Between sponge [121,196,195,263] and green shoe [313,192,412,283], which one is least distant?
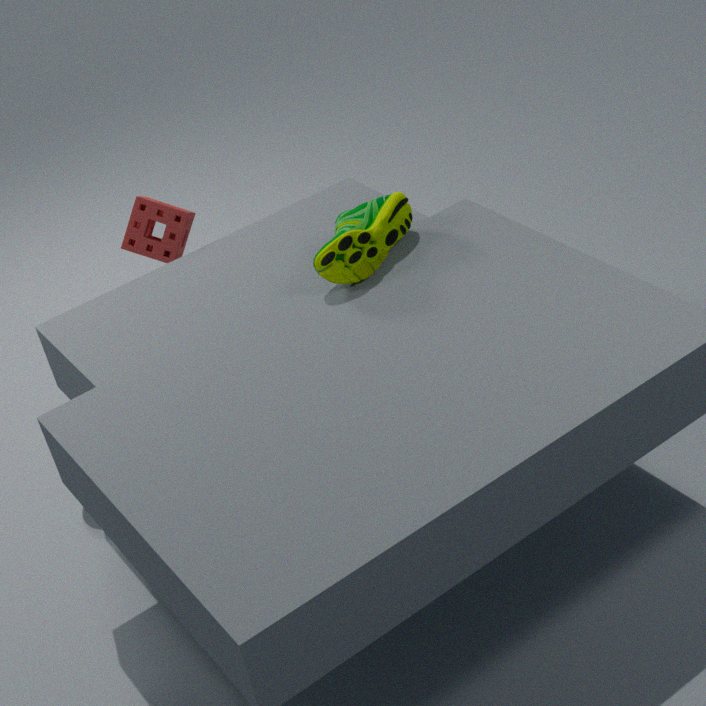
green shoe [313,192,412,283]
